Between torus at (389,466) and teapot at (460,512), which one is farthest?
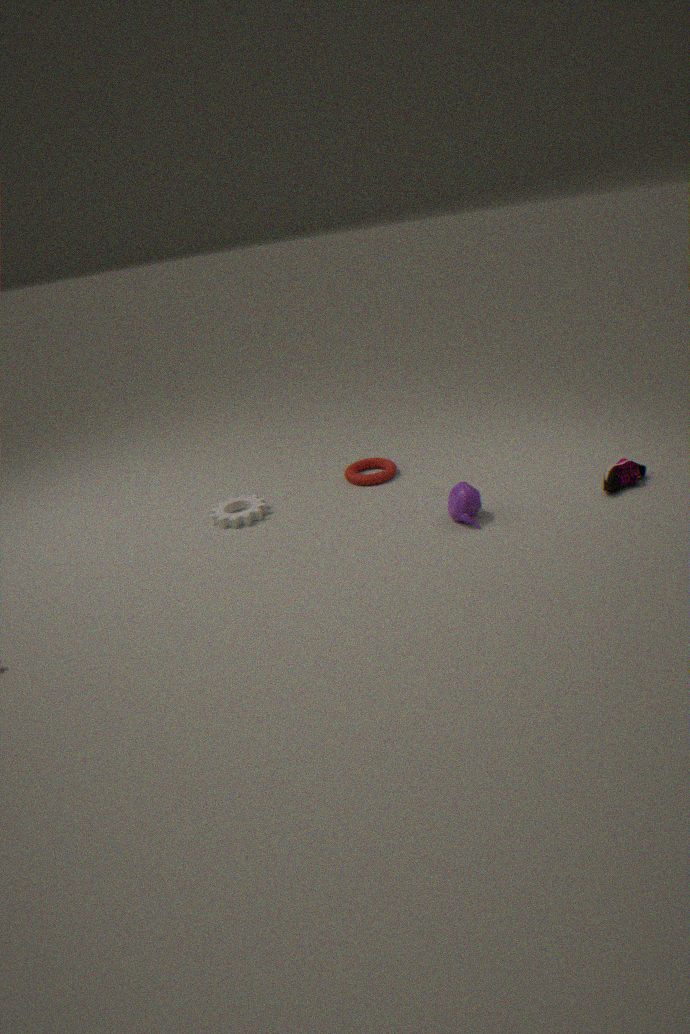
torus at (389,466)
